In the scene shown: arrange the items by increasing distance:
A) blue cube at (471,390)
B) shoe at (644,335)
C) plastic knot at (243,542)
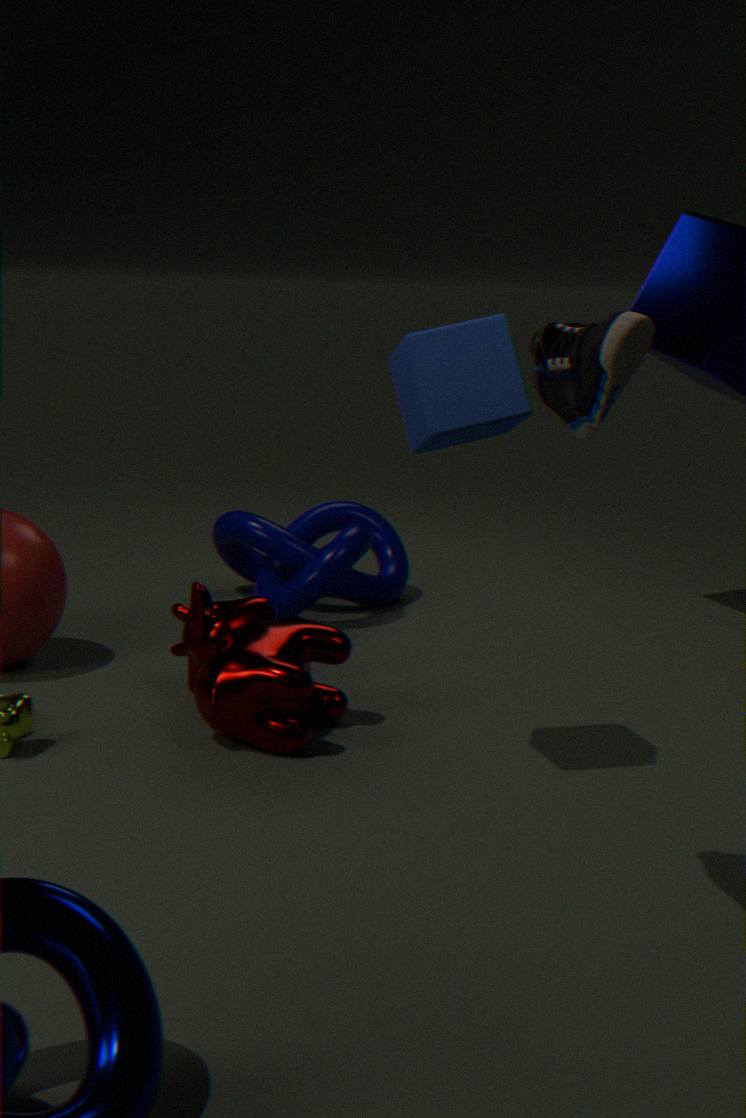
1. shoe at (644,335)
2. blue cube at (471,390)
3. plastic knot at (243,542)
